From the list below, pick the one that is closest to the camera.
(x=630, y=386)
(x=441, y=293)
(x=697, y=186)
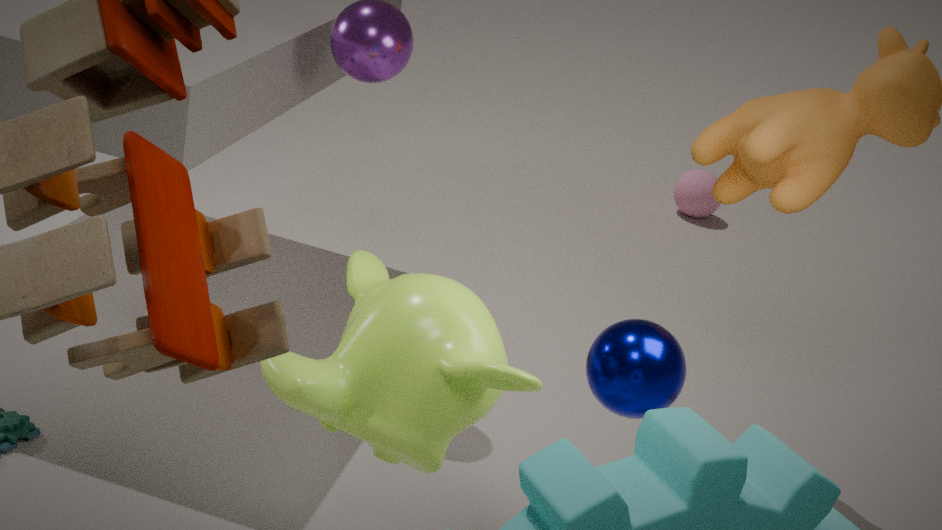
(x=441, y=293)
